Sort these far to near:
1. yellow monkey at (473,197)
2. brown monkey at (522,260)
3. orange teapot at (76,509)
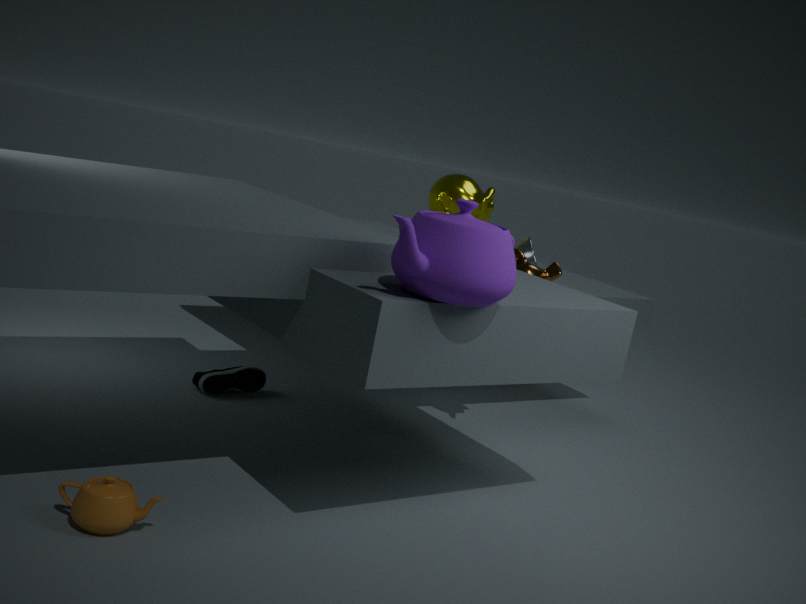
1. yellow monkey at (473,197)
2. brown monkey at (522,260)
3. orange teapot at (76,509)
